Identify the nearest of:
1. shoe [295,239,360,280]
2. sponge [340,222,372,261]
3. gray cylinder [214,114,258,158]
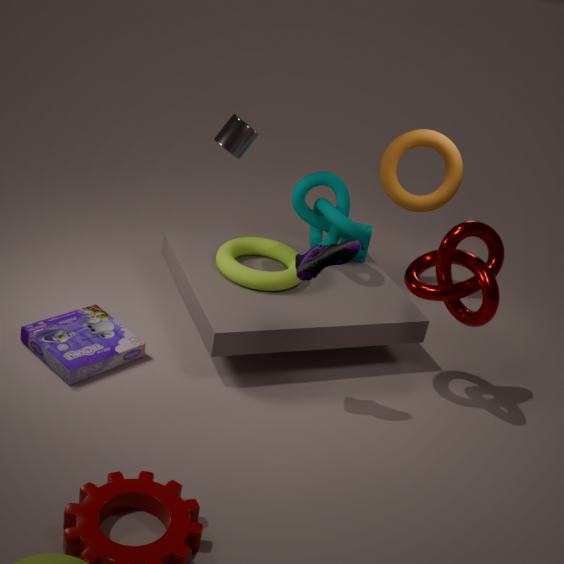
shoe [295,239,360,280]
